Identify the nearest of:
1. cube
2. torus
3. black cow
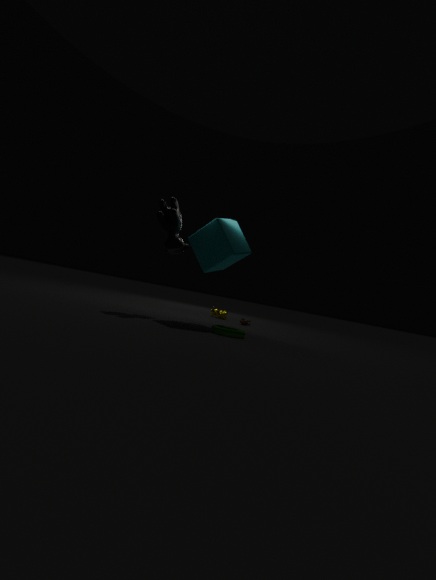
torus
